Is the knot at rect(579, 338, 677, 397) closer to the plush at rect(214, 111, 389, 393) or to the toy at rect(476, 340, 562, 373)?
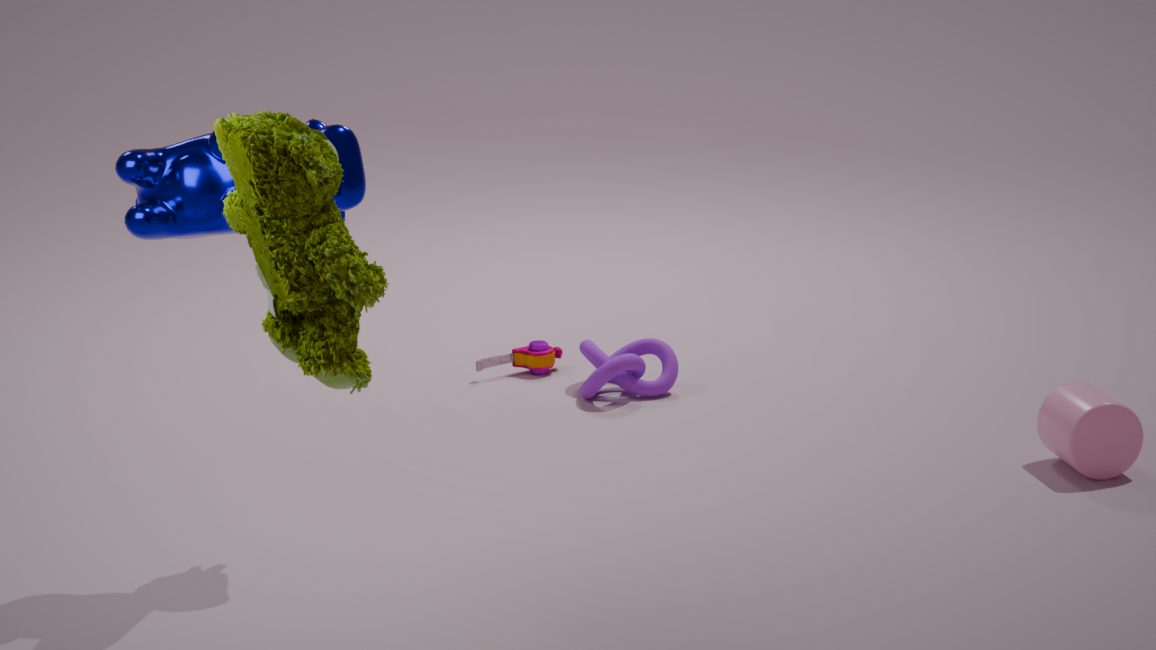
the toy at rect(476, 340, 562, 373)
